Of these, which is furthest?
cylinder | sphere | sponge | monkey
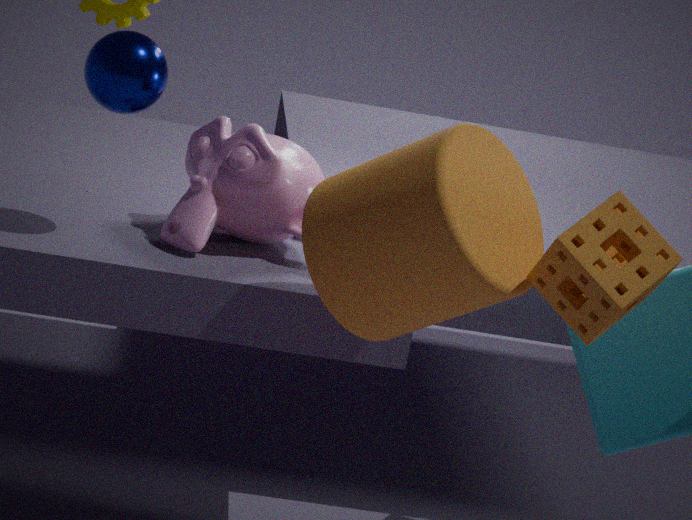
monkey
